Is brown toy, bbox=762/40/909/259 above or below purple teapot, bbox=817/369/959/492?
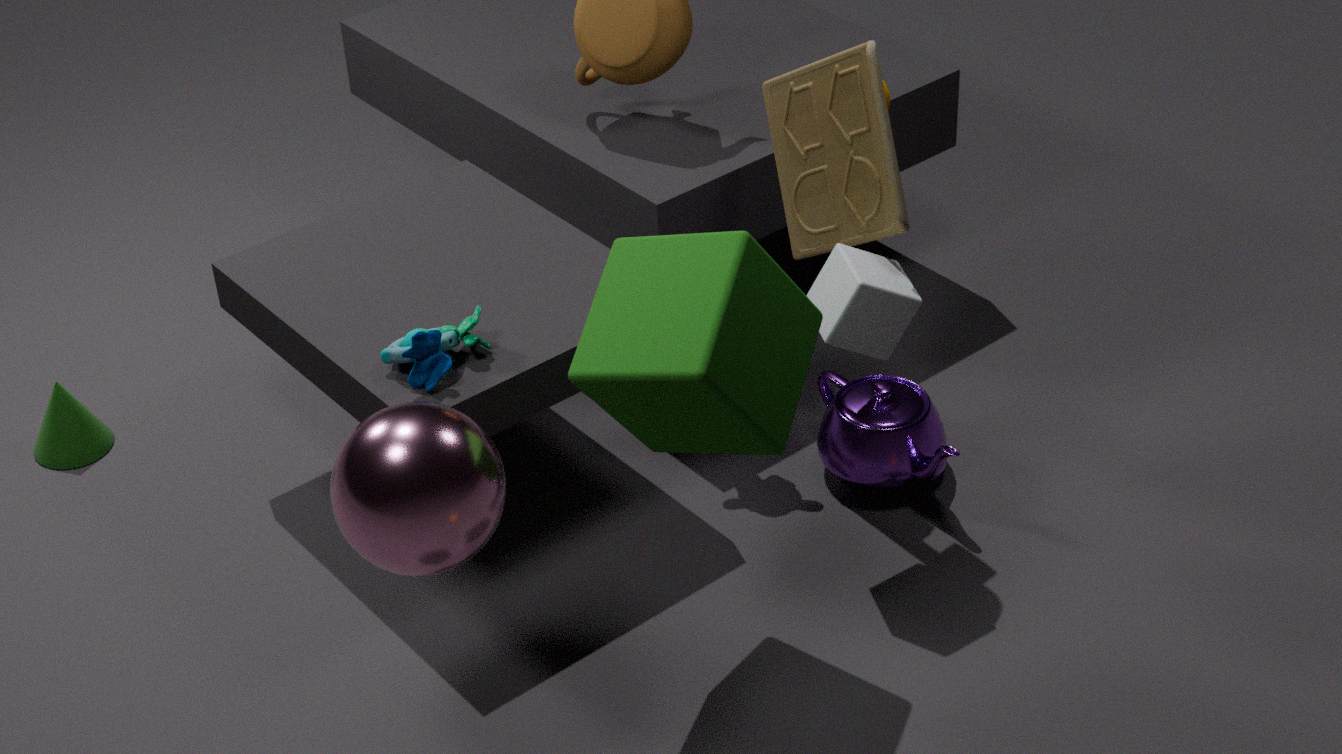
above
